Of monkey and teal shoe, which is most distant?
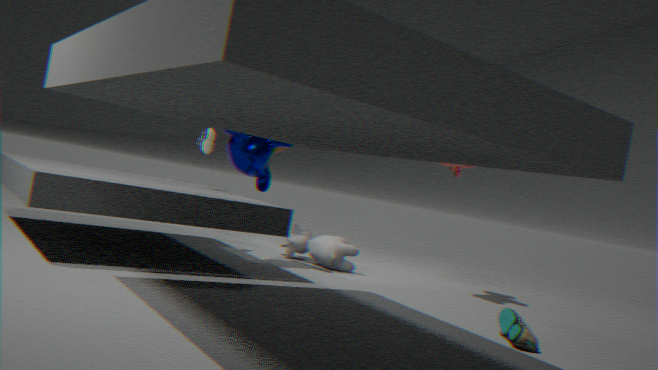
monkey
